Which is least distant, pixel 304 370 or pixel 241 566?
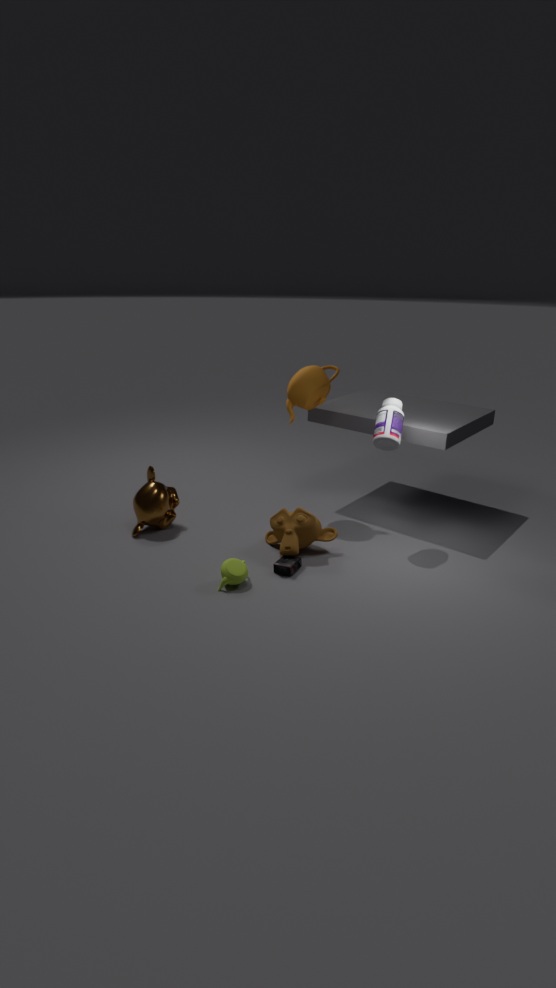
pixel 241 566
